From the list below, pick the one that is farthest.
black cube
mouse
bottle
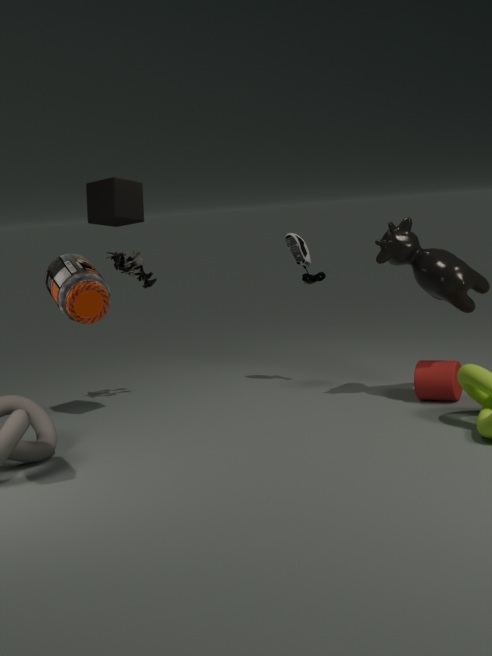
mouse
